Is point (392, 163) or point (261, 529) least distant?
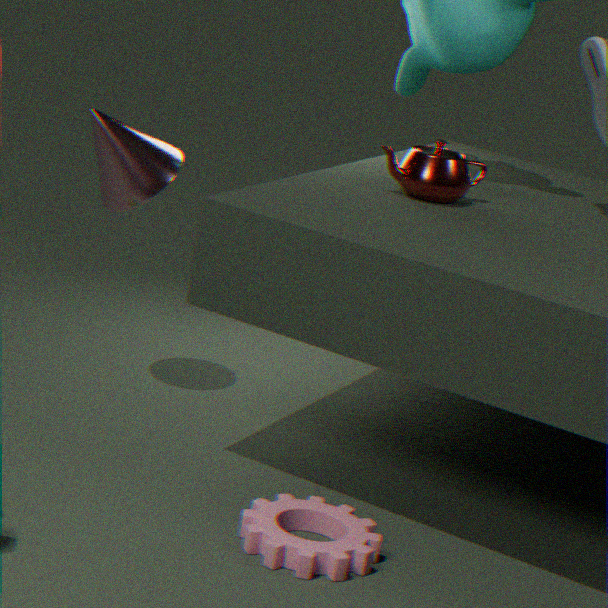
point (261, 529)
